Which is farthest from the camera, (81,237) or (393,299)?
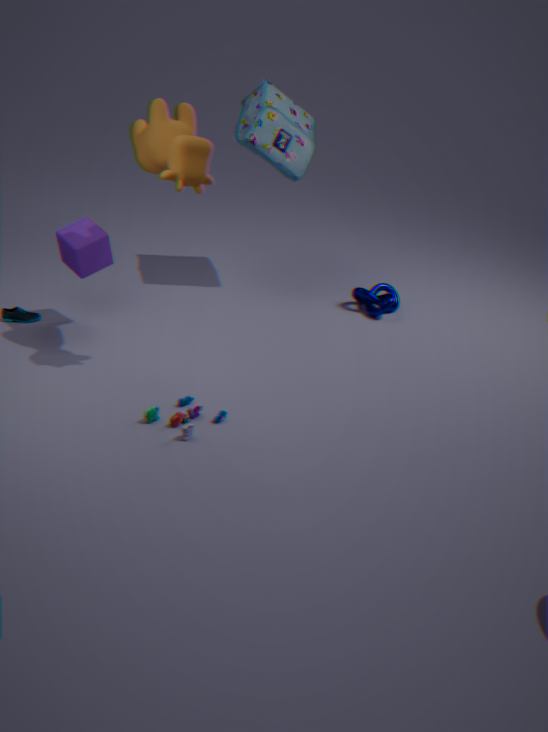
(393,299)
